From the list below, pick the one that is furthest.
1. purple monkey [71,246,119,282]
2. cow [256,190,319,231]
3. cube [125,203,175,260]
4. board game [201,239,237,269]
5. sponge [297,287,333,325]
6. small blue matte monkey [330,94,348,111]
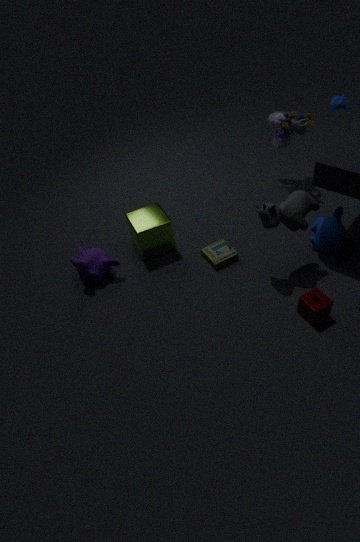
small blue matte monkey [330,94,348,111]
